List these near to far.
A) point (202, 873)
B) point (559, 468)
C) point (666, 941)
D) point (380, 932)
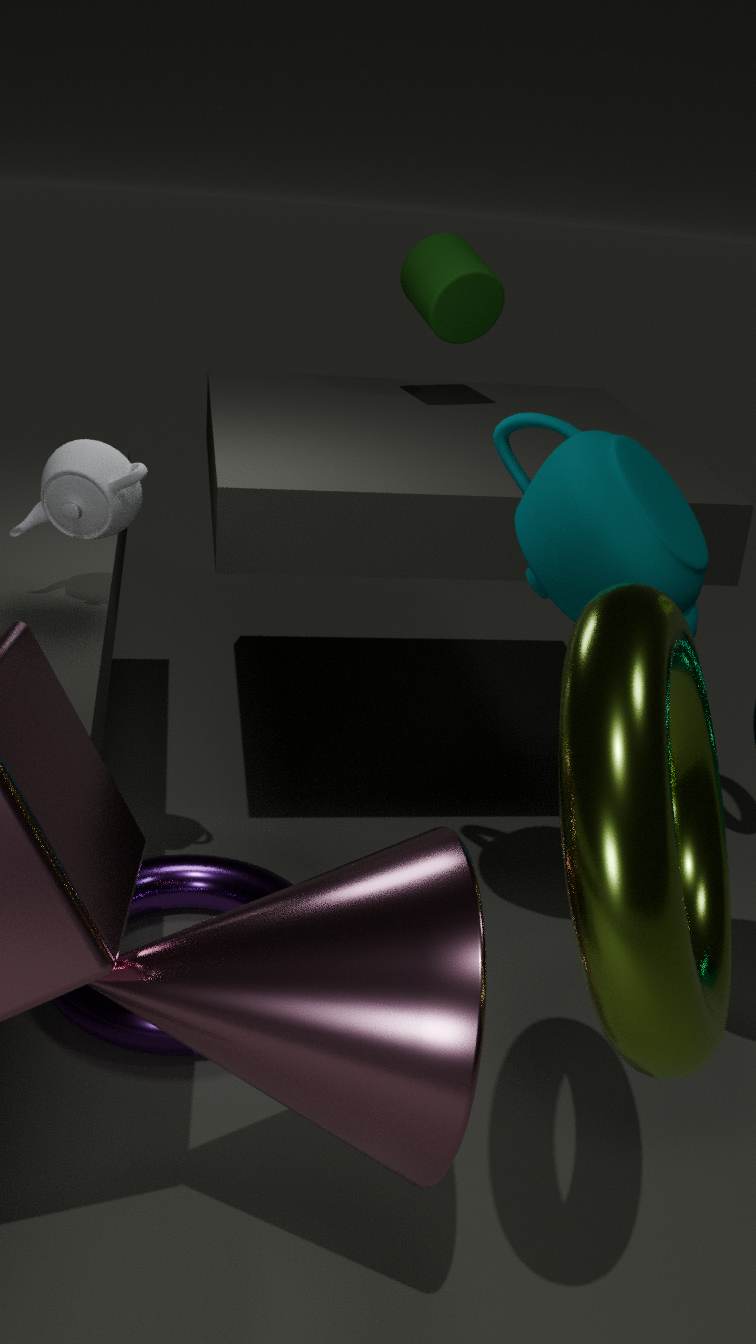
1. point (666, 941)
2. point (380, 932)
3. point (559, 468)
4. point (202, 873)
